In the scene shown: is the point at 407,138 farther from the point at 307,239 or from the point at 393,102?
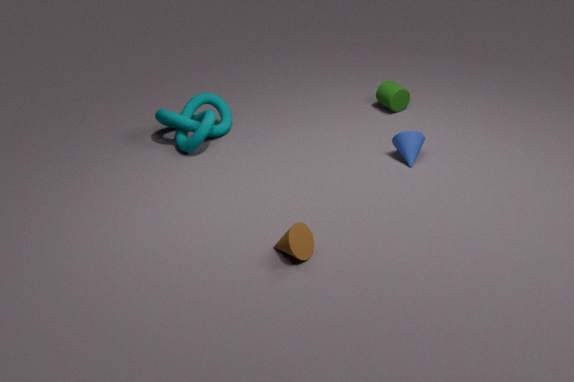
the point at 307,239
